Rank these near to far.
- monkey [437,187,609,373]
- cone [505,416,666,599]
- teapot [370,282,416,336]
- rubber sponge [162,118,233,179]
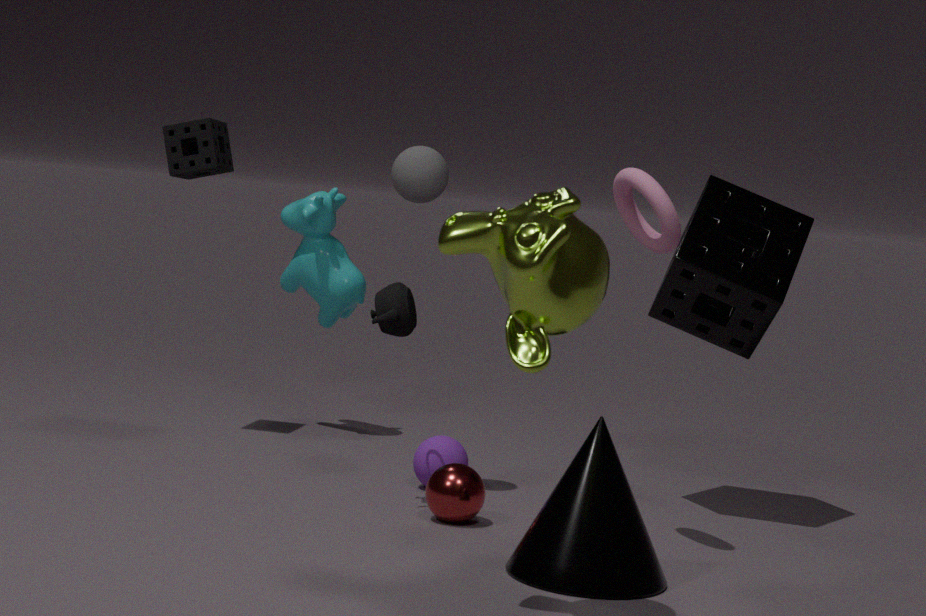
1. monkey [437,187,609,373]
2. cone [505,416,666,599]
3. teapot [370,282,416,336]
4. rubber sponge [162,118,233,179]
